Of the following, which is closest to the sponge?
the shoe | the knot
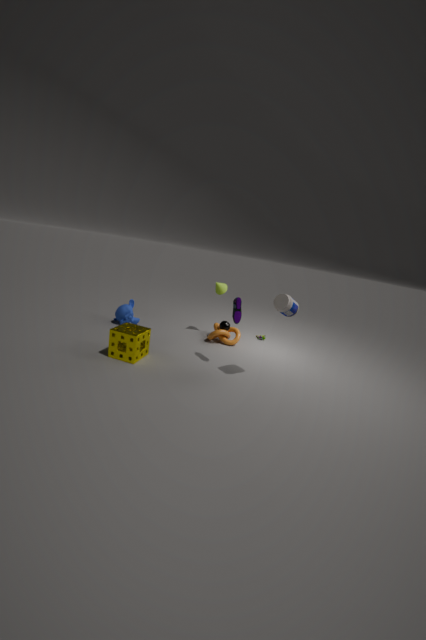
the shoe
